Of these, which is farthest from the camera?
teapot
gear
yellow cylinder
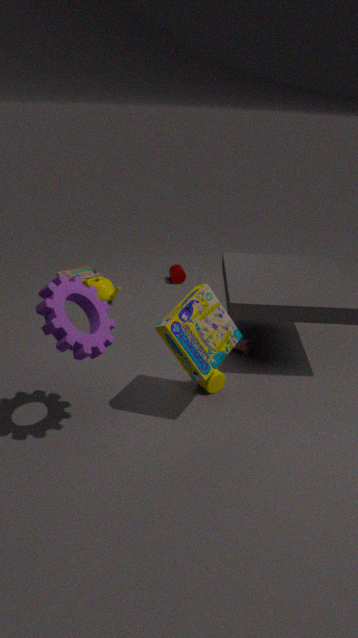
teapot
